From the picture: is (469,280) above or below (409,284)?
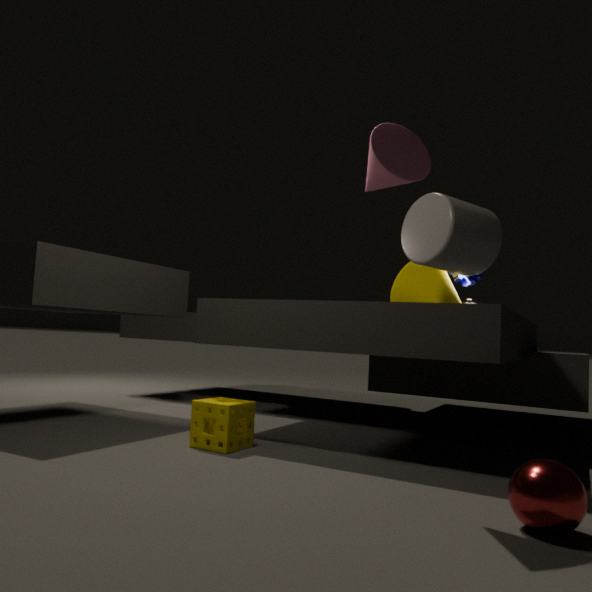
above
